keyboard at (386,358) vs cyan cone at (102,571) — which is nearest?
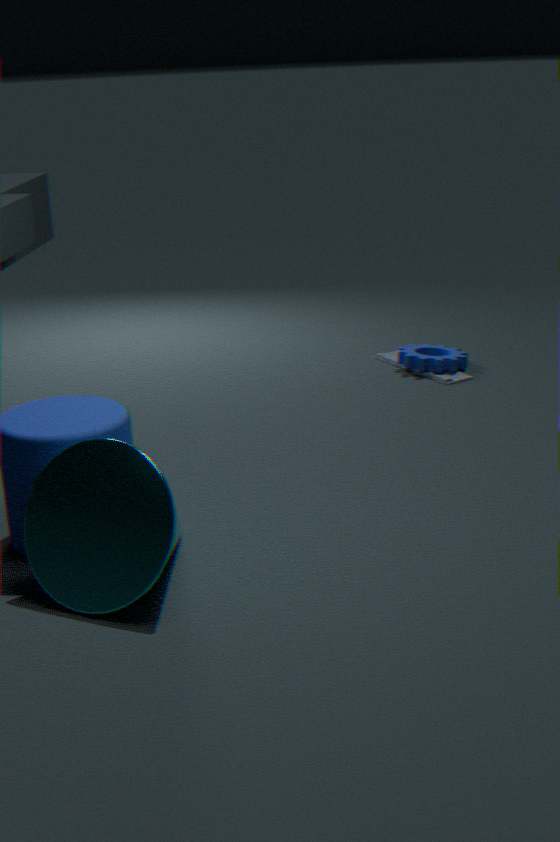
cyan cone at (102,571)
